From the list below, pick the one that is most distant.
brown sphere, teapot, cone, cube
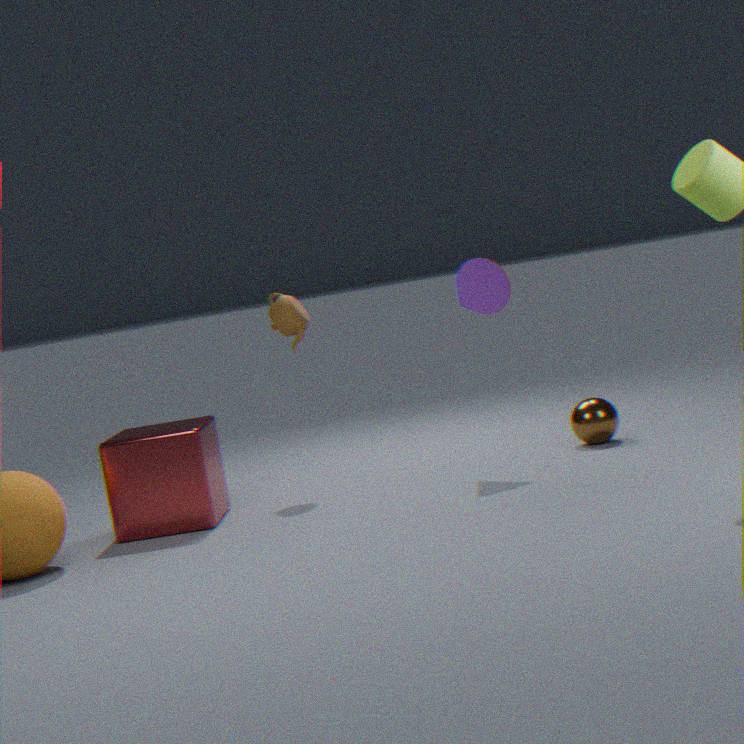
teapot
